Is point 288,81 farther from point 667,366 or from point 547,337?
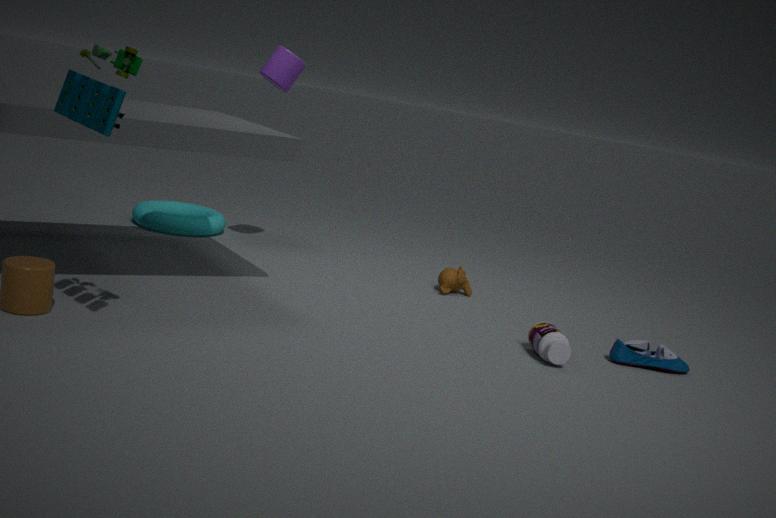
point 667,366
